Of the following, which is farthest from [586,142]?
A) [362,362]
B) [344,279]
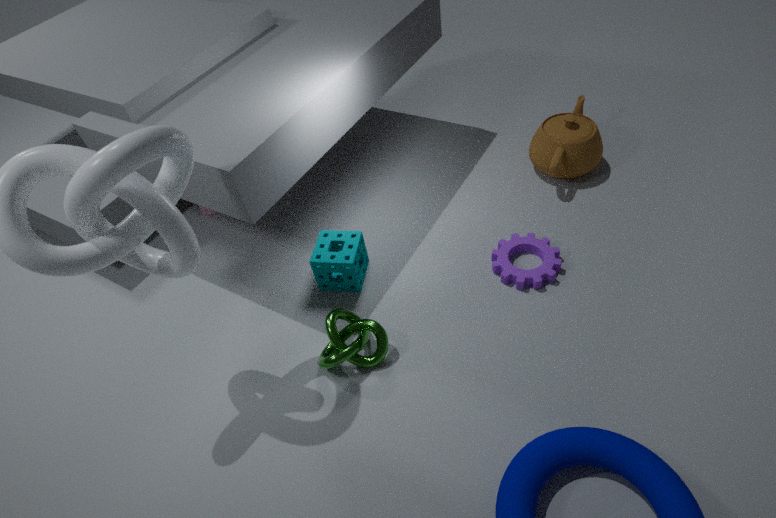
[362,362]
